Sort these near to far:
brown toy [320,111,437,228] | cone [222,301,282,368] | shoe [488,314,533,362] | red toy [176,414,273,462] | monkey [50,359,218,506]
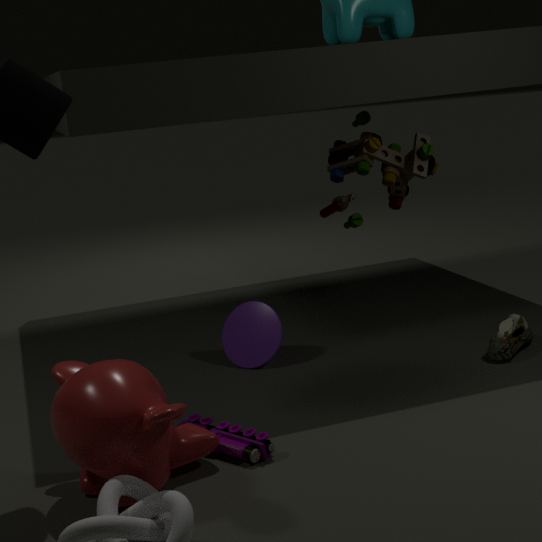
monkey [50,359,218,506] → red toy [176,414,273,462] → shoe [488,314,533,362] → cone [222,301,282,368] → brown toy [320,111,437,228]
